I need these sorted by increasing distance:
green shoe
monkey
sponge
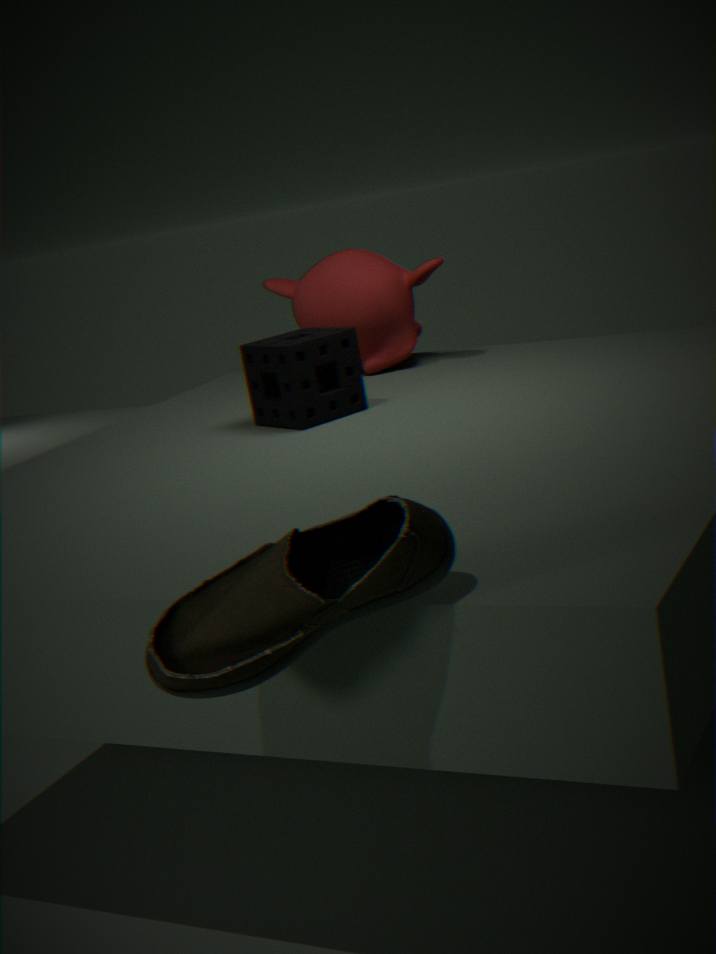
green shoe
sponge
monkey
